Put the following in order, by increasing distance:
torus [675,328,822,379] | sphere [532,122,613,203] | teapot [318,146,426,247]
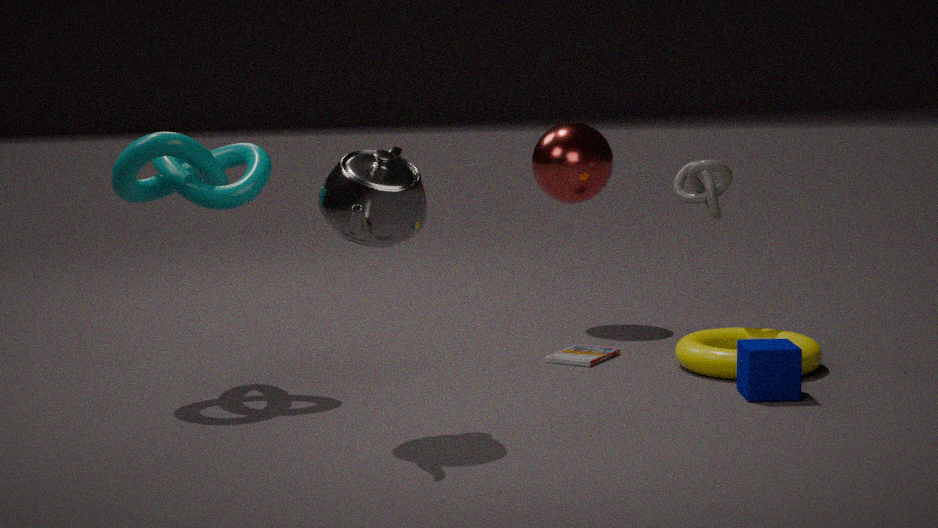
1. teapot [318,146,426,247]
2. torus [675,328,822,379]
3. sphere [532,122,613,203]
